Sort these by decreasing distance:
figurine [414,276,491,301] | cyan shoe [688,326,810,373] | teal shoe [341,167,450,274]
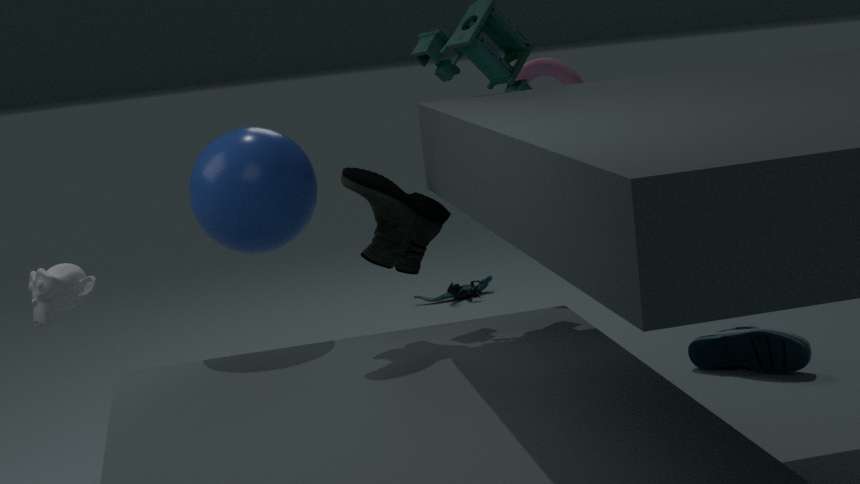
figurine [414,276,491,301] < cyan shoe [688,326,810,373] < teal shoe [341,167,450,274]
